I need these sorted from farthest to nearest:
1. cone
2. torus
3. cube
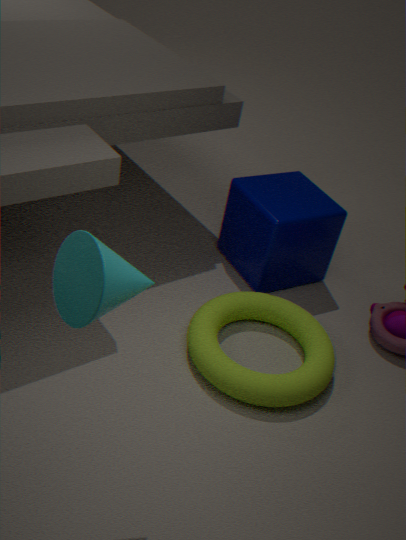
cube → torus → cone
